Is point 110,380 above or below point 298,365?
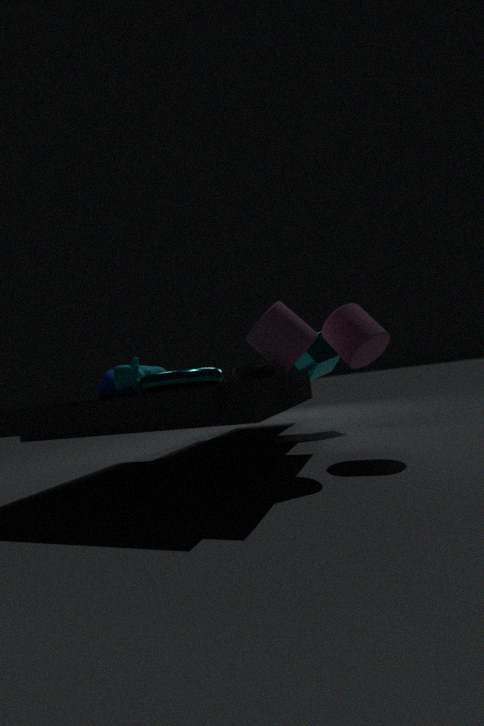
below
